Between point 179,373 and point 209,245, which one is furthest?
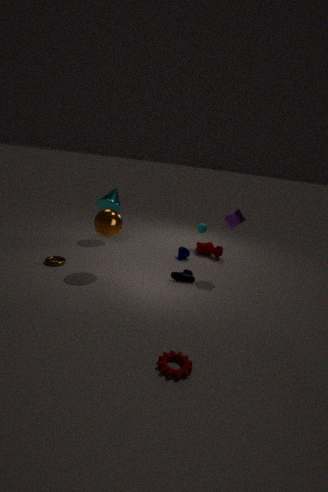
point 209,245
